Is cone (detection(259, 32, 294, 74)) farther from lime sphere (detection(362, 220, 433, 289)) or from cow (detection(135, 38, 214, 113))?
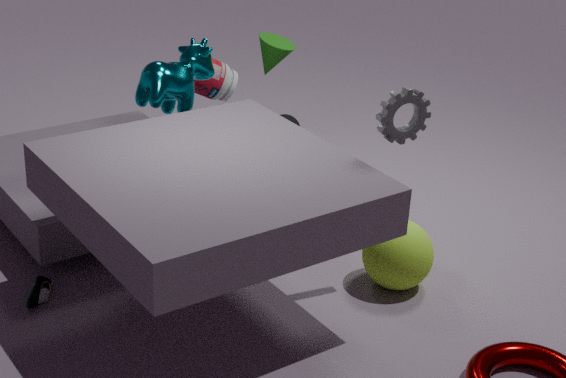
lime sphere (detection(362, 220, 433, 289))
